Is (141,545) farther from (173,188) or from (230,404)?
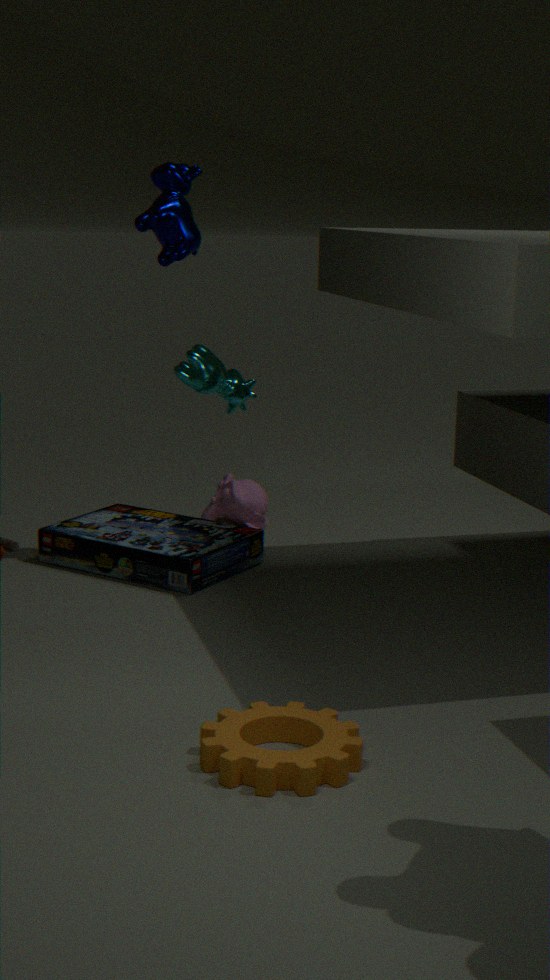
(173,188)
